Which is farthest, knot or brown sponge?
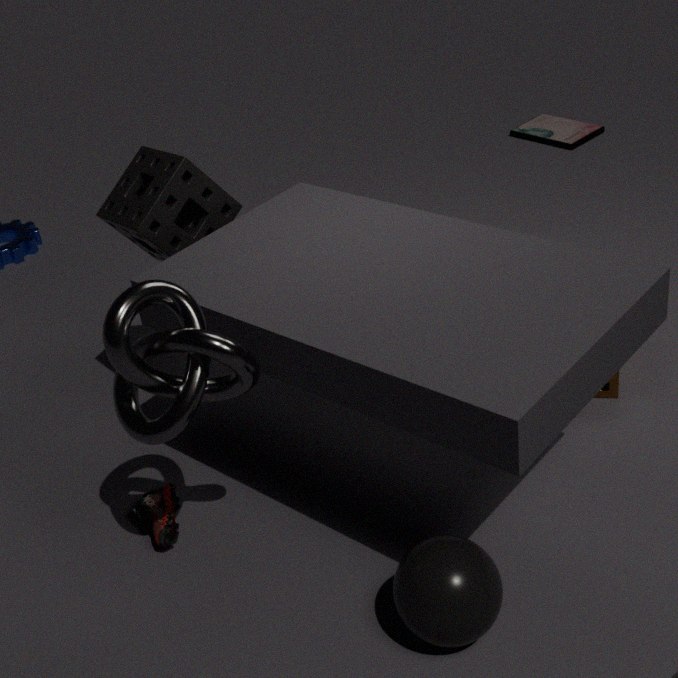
brown sponge
